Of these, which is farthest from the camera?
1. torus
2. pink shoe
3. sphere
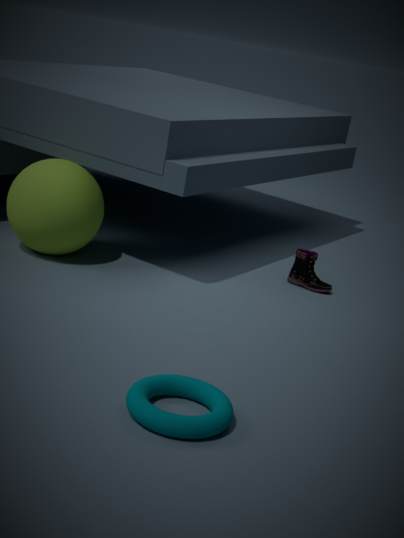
pink shoe
